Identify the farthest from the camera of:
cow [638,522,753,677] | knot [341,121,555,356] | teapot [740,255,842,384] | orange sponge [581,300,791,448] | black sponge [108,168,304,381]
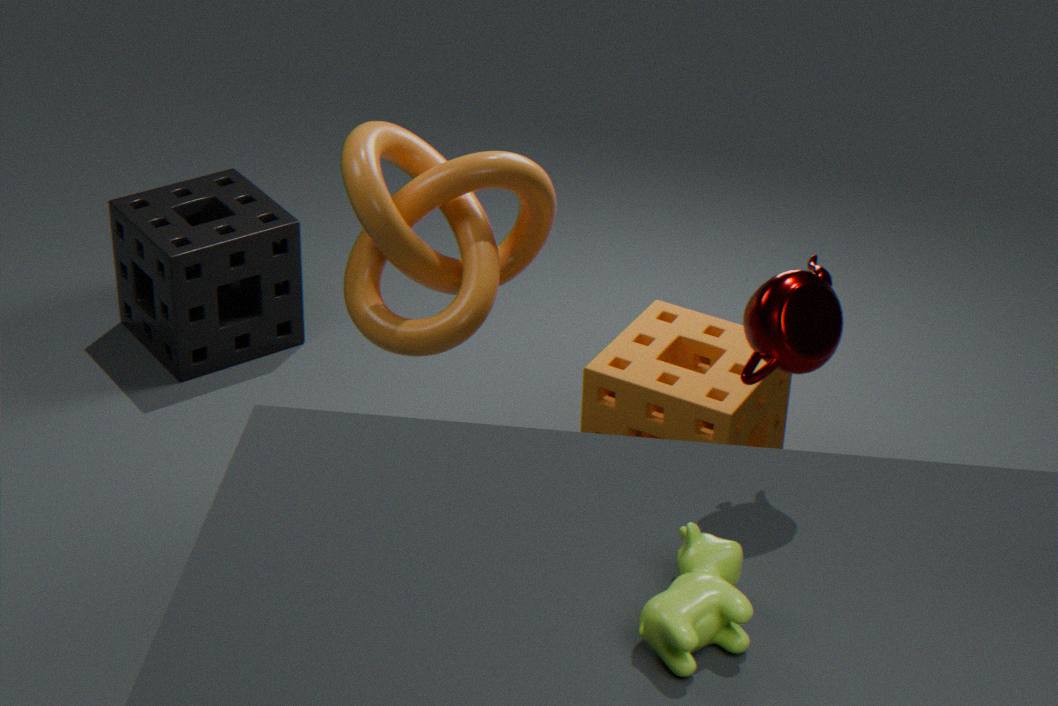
black sponge [108,168,304,381]
